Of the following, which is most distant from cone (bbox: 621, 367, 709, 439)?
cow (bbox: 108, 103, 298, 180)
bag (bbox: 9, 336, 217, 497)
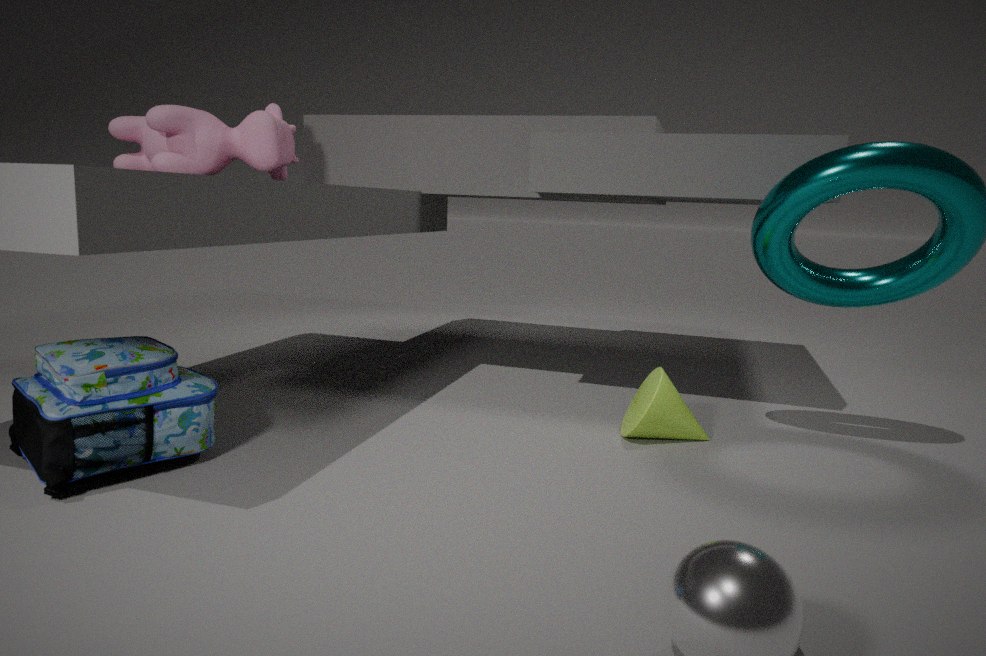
cow (bbox: 108, 103, 298, 180)
